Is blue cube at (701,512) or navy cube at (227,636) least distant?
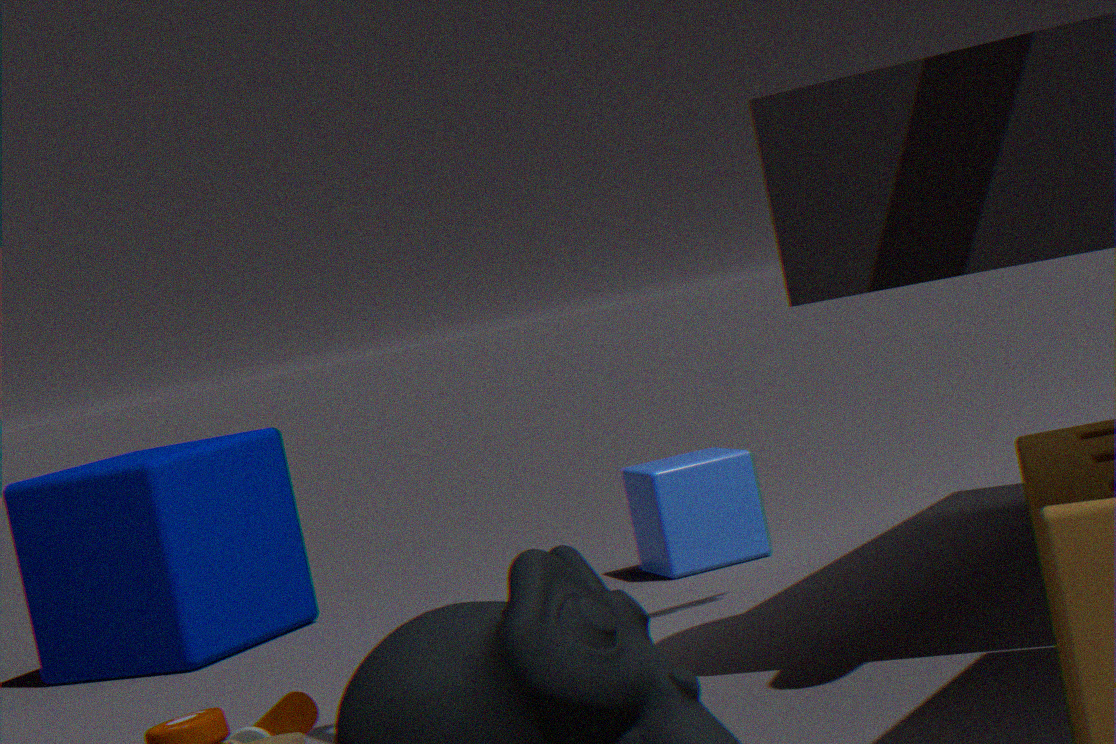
blue cube at (701,512)
